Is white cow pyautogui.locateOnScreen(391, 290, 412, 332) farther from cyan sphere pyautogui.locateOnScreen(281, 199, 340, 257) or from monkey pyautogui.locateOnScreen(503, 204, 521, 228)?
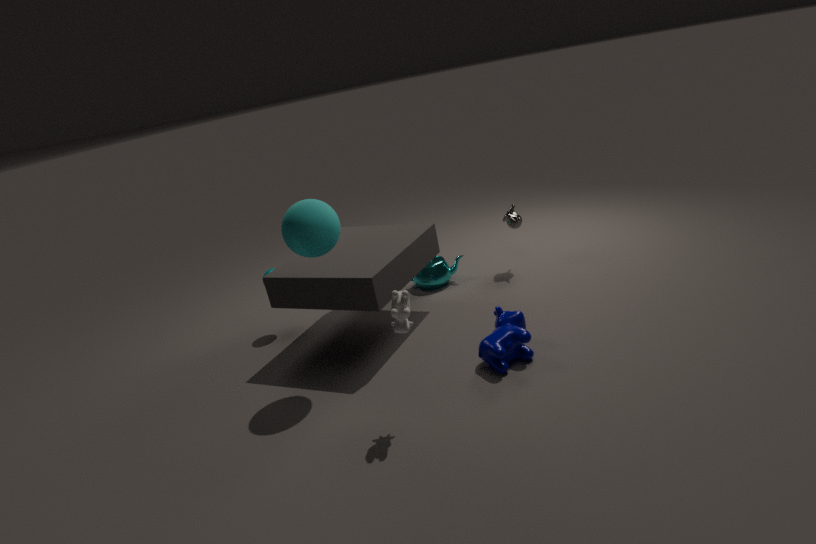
monkey pyautogui.locateOnScreen(503, 204, 521, 228)
